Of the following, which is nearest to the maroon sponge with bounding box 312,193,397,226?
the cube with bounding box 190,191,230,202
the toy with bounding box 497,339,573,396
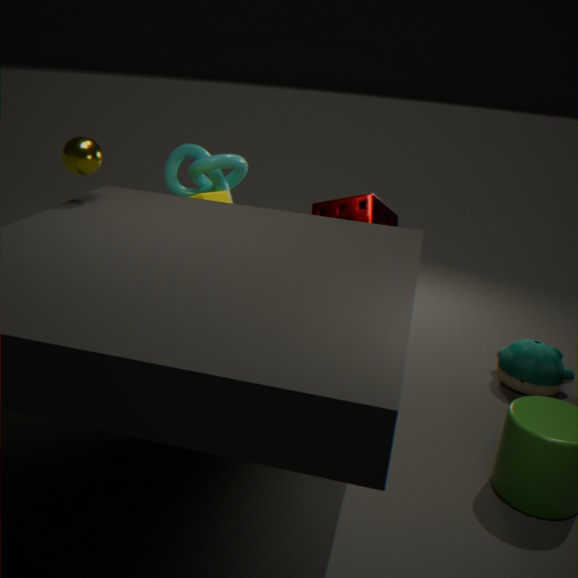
the cube with bounding box 190,191,230,202
